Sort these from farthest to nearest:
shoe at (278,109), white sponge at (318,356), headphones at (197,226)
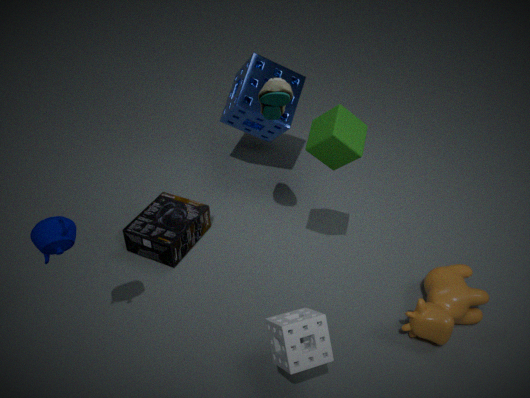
headphones at (197,226), shoe at (278,109), white sponge at (318,356)
